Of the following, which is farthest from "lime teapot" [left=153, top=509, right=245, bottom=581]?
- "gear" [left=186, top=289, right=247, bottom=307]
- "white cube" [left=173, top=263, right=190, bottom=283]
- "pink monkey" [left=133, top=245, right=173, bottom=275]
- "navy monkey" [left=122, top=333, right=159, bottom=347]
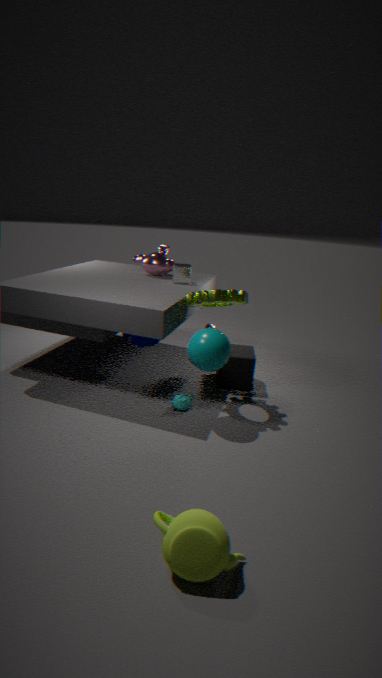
"pink monkey" [left=133, top=245, right=173, bottom=275]
